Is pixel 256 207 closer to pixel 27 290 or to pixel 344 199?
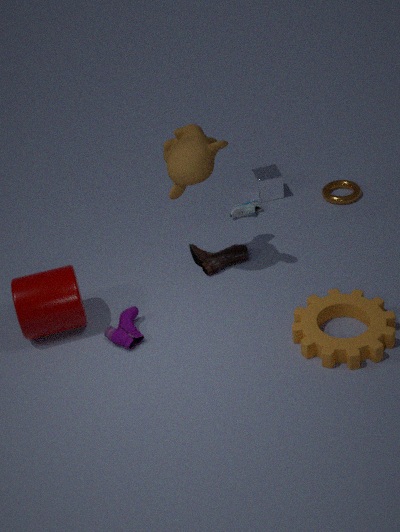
pixel 344 199
